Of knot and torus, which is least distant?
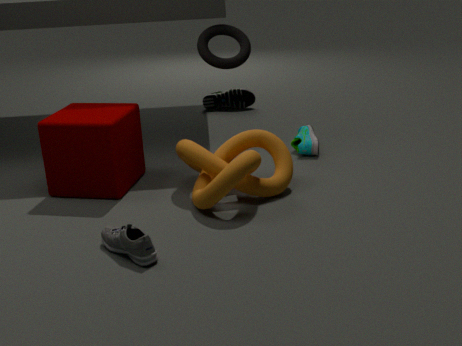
knot
